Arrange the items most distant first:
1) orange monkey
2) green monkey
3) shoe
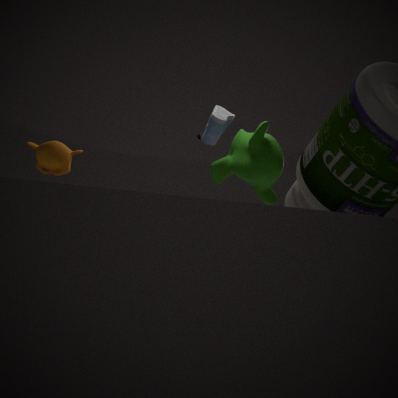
1. 2. green monkey
2. 3. shoe
3. 1. orange monkey
